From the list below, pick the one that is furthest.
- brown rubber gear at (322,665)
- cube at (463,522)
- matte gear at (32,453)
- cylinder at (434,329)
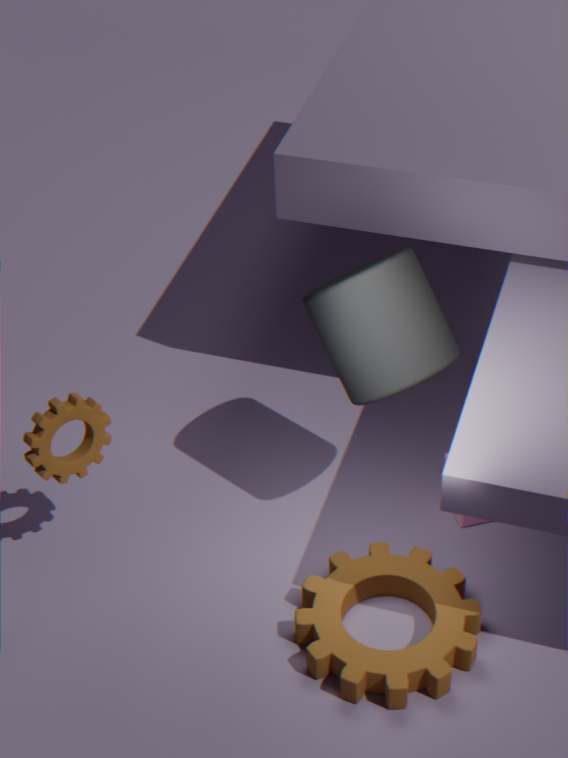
cube at (463,522)
